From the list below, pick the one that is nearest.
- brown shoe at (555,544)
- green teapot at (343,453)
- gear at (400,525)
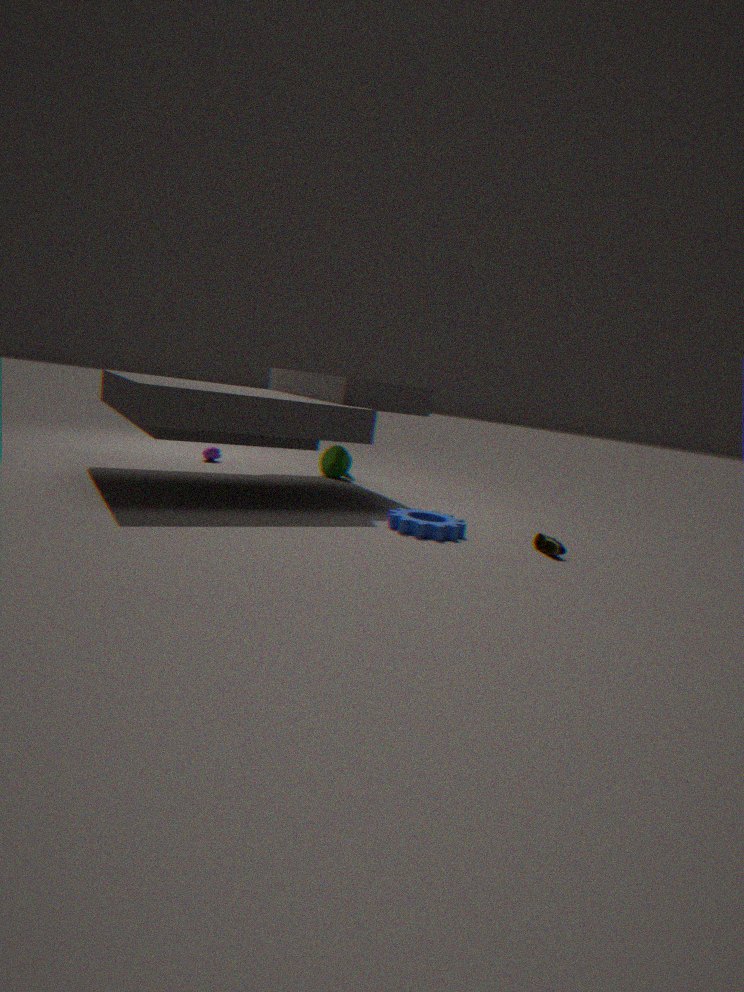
brown shoe at (555,544)
